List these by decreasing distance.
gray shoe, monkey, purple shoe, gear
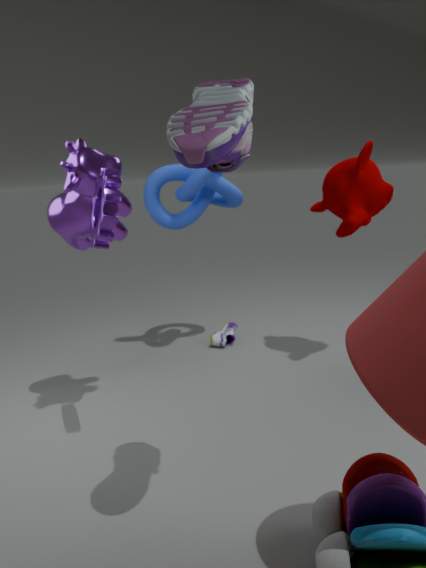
gray shoe
monkey
gear
purple shoe
